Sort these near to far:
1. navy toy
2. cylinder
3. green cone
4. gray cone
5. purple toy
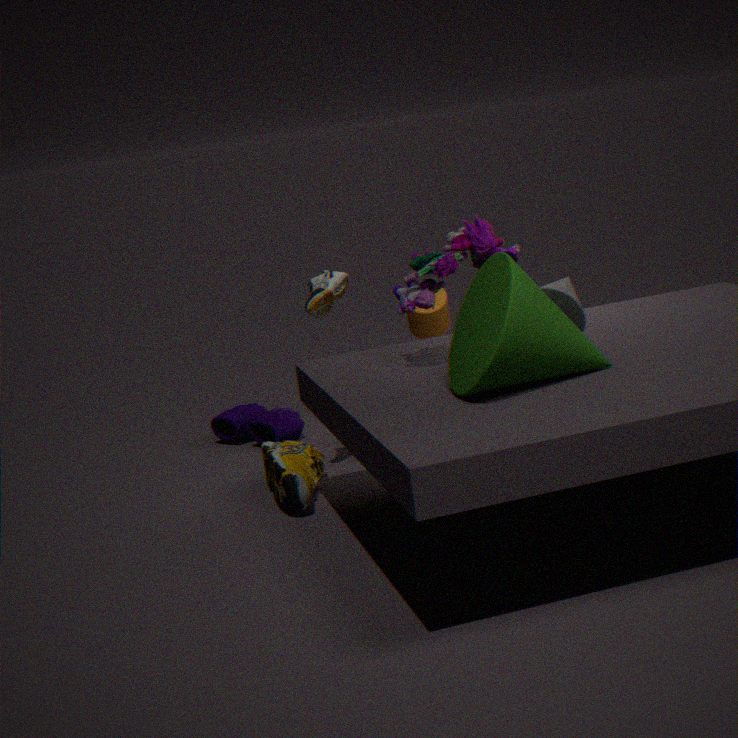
green cone → gray cone → purple toy → navy toy → cylinder
